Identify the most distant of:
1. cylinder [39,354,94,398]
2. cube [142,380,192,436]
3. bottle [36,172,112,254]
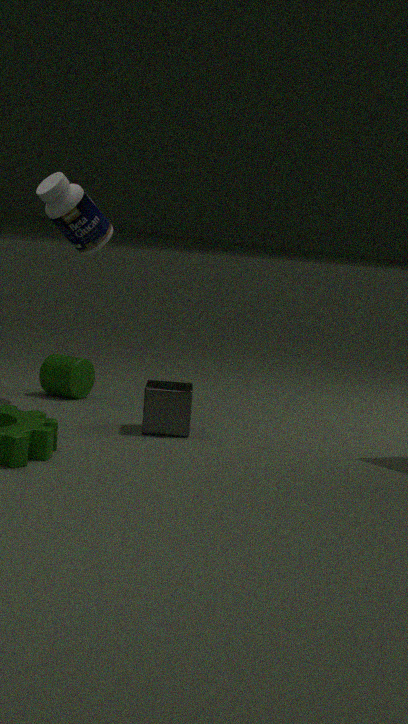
cylinder [39,354,94,398]
